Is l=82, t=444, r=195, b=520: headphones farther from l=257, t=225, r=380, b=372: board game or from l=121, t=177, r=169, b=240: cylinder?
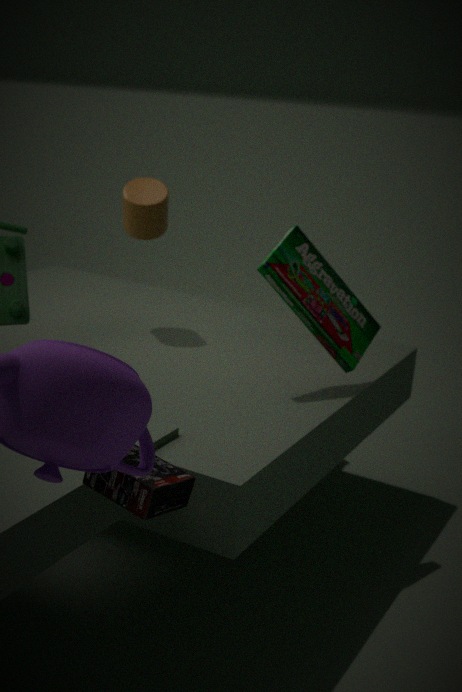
l=121, t=177, r=169, b=240: cylinder
